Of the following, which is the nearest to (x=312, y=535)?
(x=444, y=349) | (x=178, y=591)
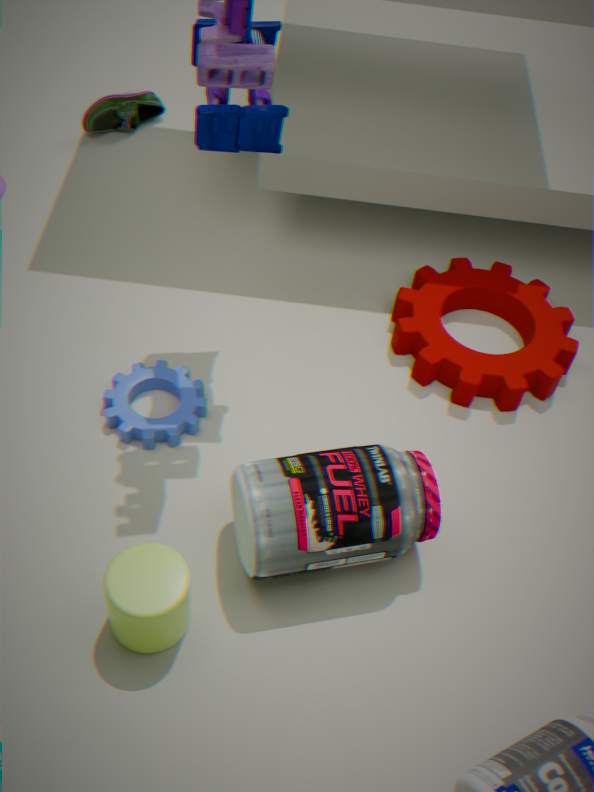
(x=178, y=591)
